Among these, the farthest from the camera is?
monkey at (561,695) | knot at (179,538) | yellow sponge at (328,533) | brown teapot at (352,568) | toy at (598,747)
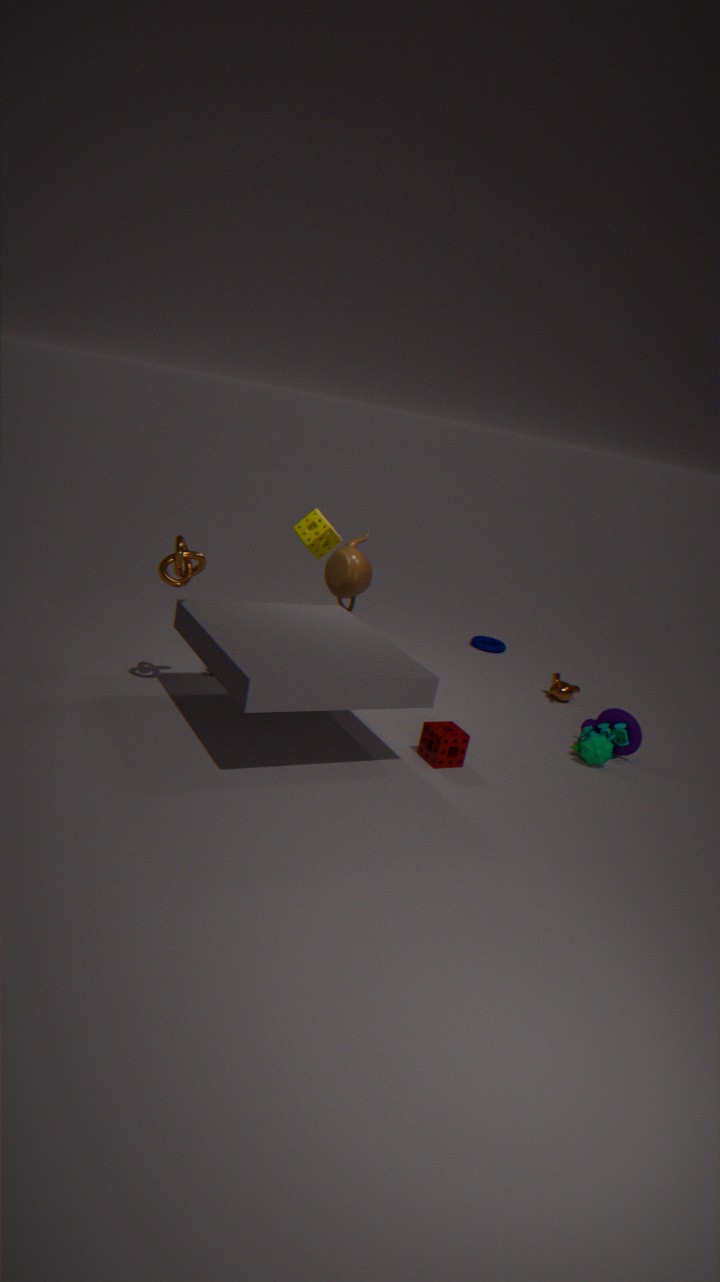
monkey at (561,695)
